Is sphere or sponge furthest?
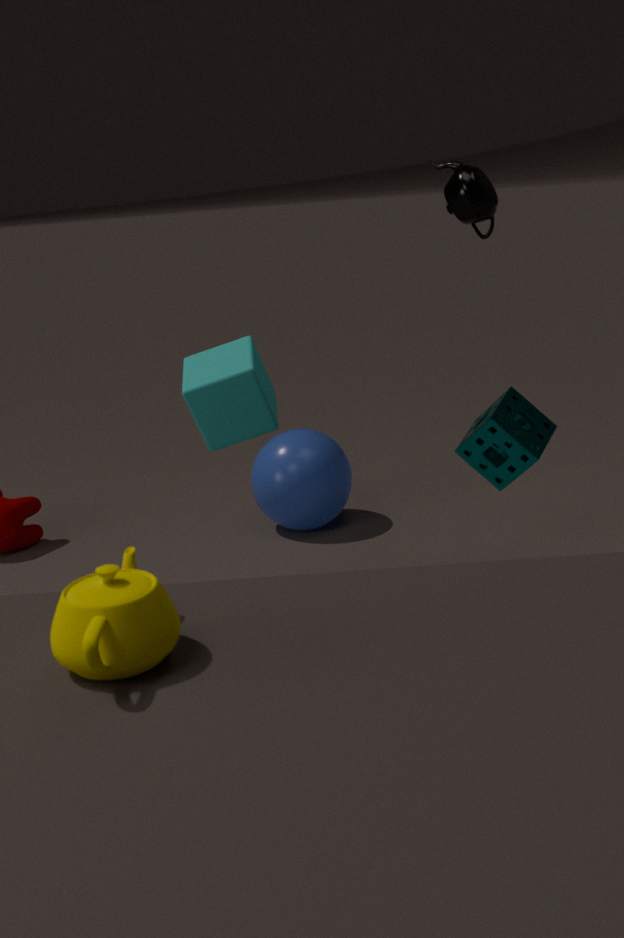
sphere
